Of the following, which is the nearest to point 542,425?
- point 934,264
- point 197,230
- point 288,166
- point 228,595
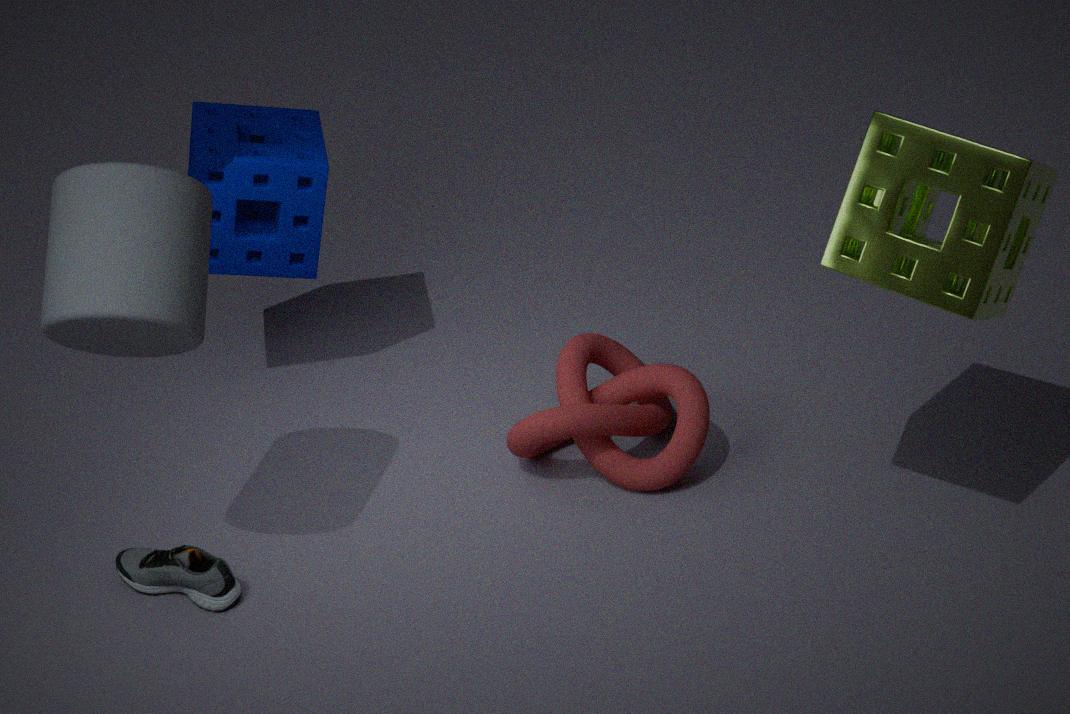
point 934,264
